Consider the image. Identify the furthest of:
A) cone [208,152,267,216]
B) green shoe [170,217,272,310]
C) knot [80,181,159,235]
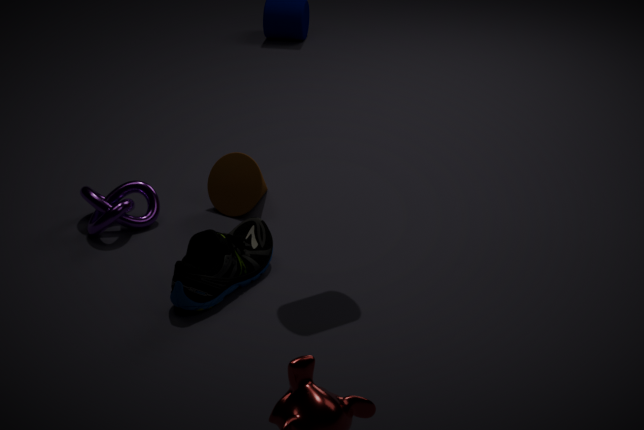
cone [208,152,267,216]
